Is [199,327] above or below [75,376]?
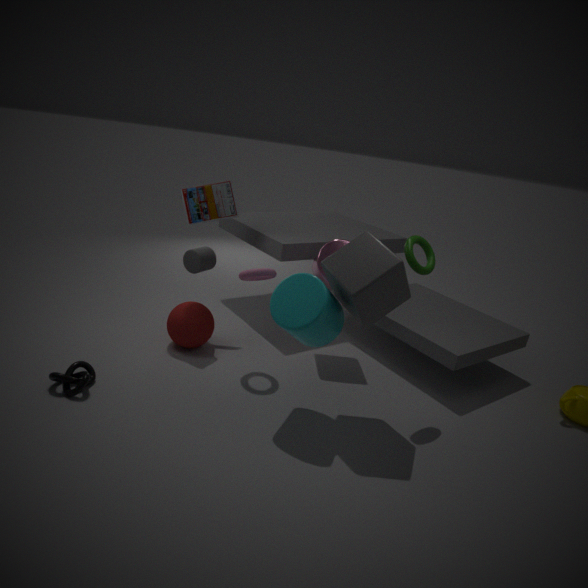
above
